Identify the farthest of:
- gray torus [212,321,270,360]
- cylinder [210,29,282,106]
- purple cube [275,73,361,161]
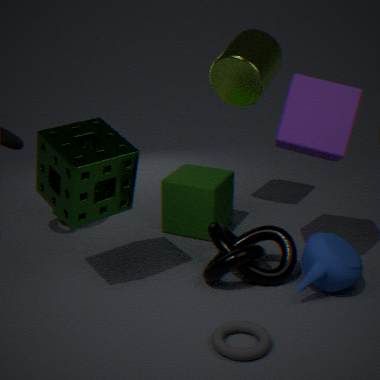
cylinder [210,29,282,106]
